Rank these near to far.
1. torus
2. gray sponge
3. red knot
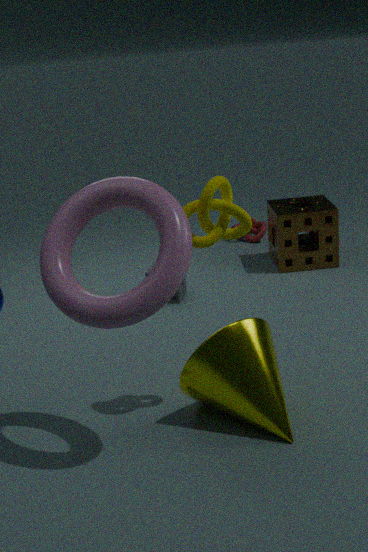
1. torus
2. gray sponge
3. red knot
